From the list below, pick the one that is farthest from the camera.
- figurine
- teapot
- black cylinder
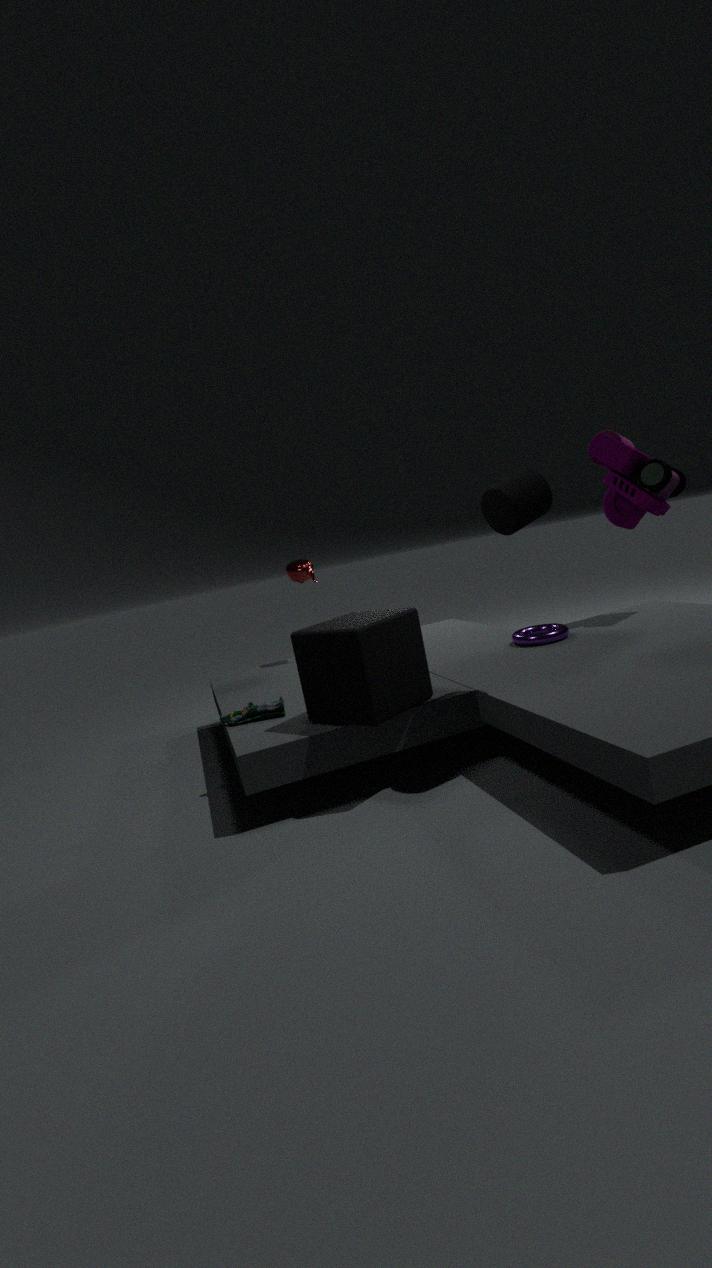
teapot
